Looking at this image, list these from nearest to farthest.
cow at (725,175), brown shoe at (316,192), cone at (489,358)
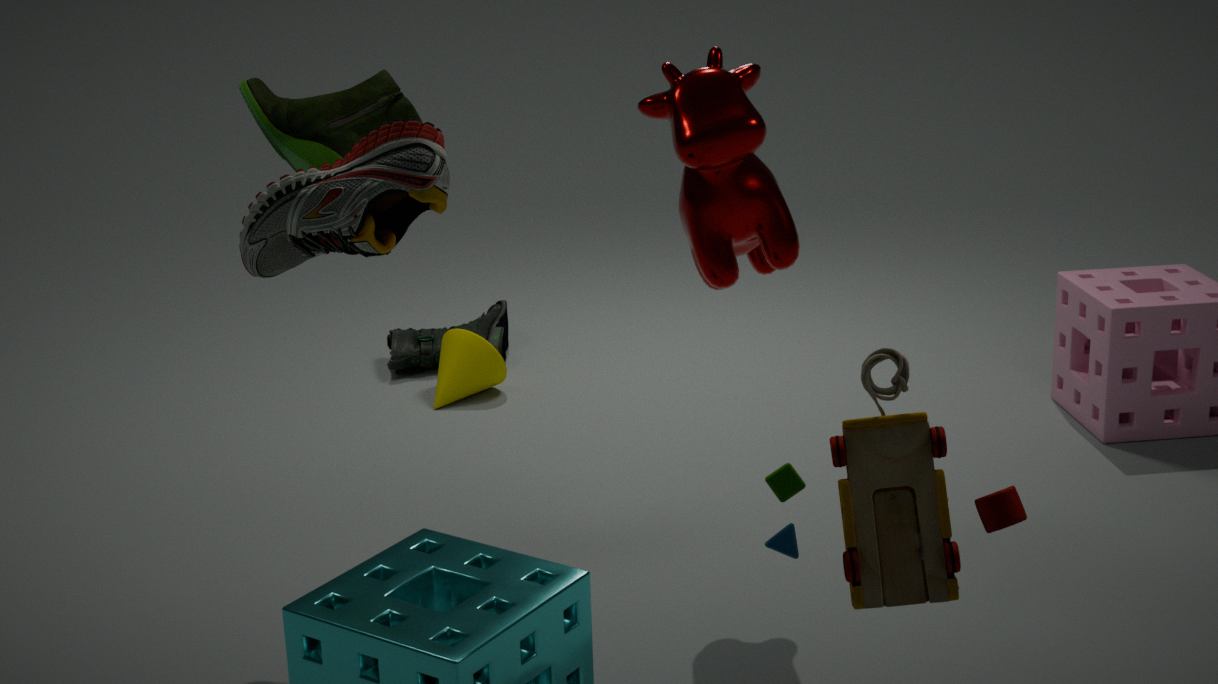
1. brown shoe at (316,192)
2. cow at (725,175)
3. cone at (489,358)
